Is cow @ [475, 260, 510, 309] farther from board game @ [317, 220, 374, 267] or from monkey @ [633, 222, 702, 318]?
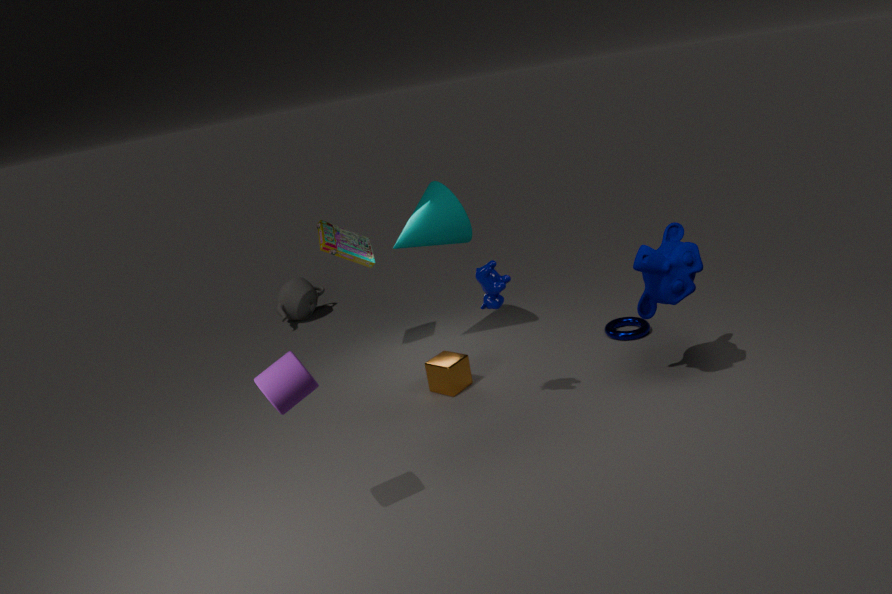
board game @ [317, 220, 374, 267]
